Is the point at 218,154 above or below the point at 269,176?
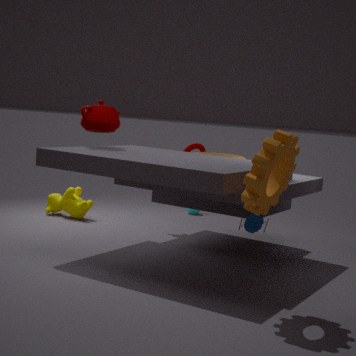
below
